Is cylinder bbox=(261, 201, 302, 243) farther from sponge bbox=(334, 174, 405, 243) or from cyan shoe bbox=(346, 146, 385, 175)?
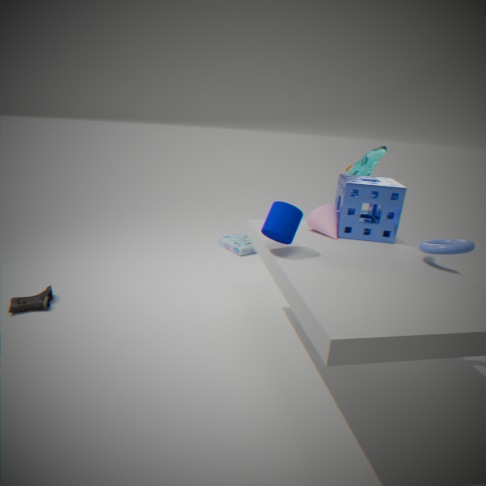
cyan shoe bbox=(346, 146, 385, 175)
